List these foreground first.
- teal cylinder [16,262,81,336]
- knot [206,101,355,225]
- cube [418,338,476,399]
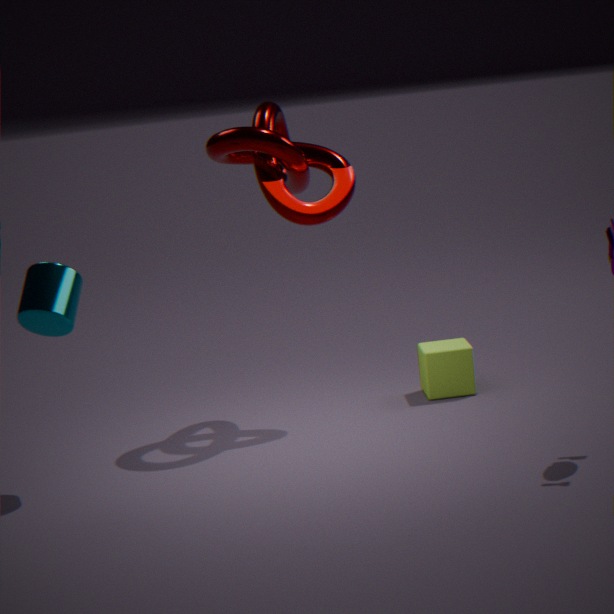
teal cylinder [16,262,81,336], knot [206,101,355,225], cube [418,338,476,399]
